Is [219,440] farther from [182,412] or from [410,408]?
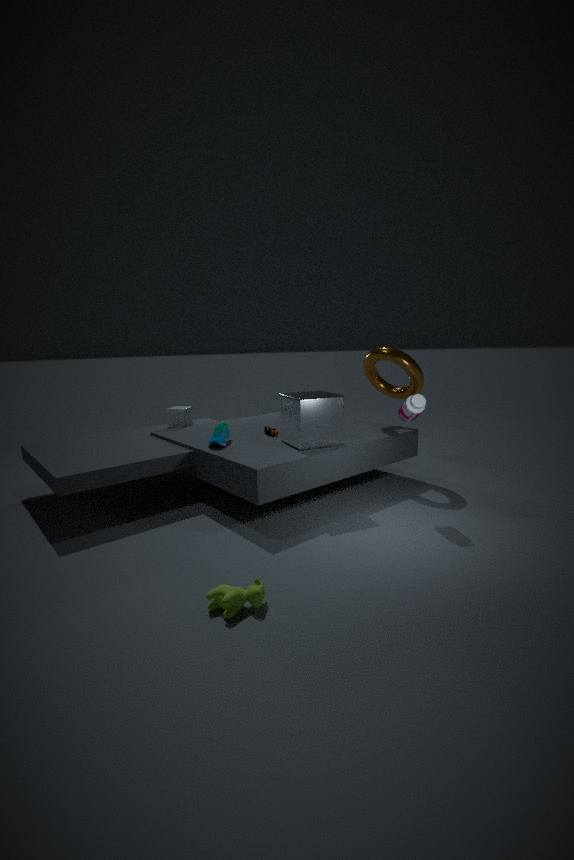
[410,408]
